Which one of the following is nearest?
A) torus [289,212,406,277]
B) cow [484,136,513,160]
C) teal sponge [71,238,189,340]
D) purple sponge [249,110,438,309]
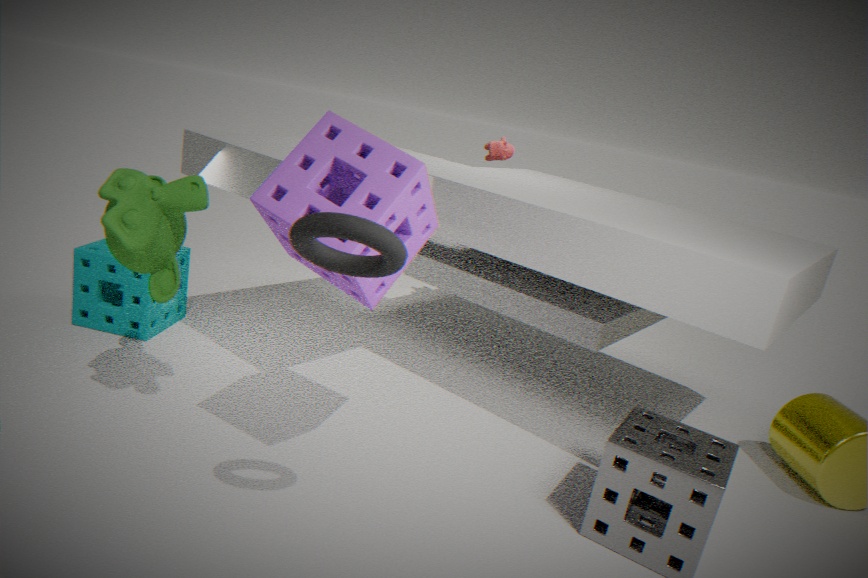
torus [289,212,406,277]
